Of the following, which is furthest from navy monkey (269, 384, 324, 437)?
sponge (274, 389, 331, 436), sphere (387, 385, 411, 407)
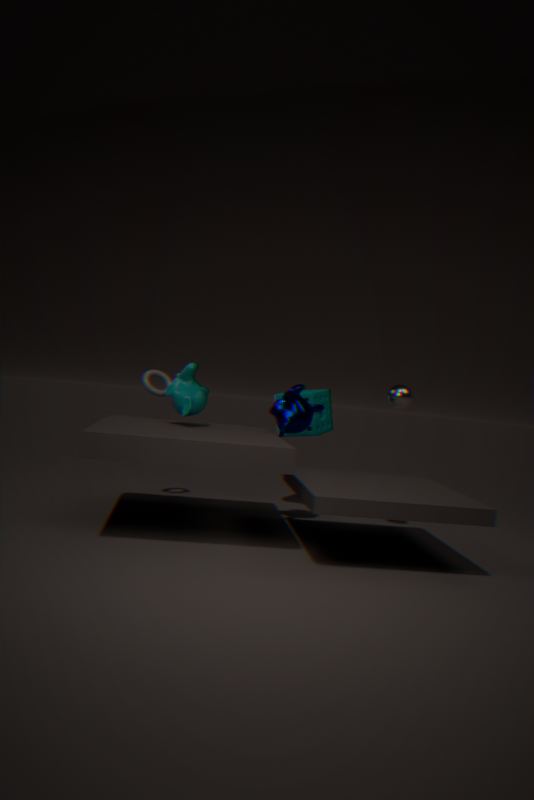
sphere (387, 385, 411, 407)
